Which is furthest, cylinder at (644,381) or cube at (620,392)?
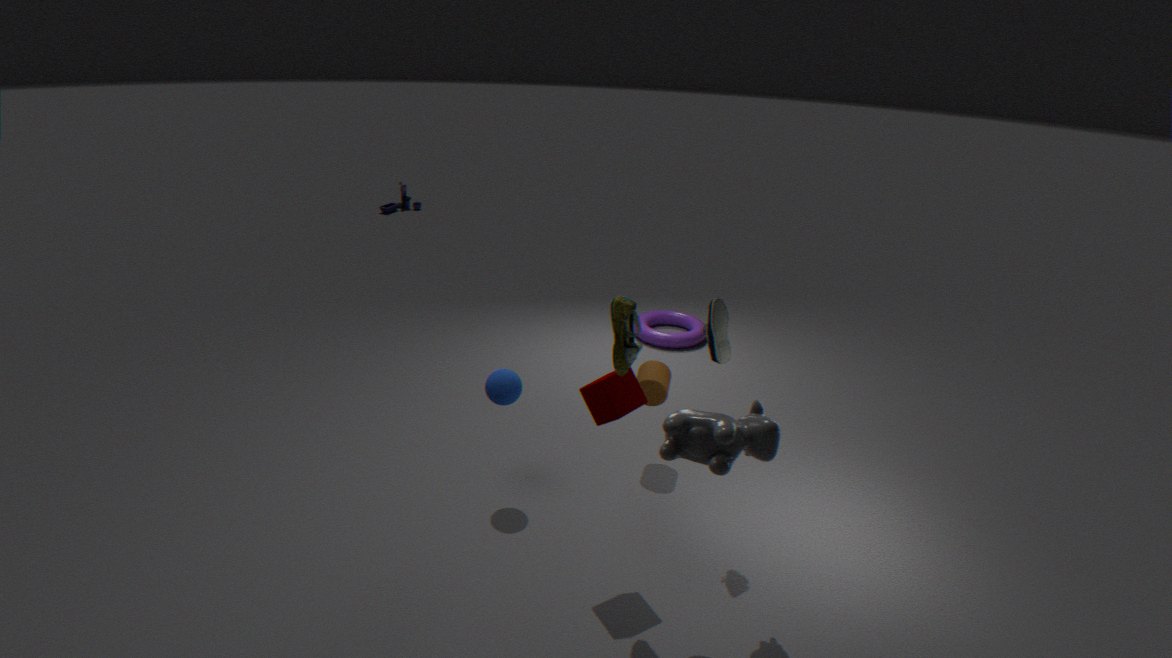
cylinder at (644,381)
